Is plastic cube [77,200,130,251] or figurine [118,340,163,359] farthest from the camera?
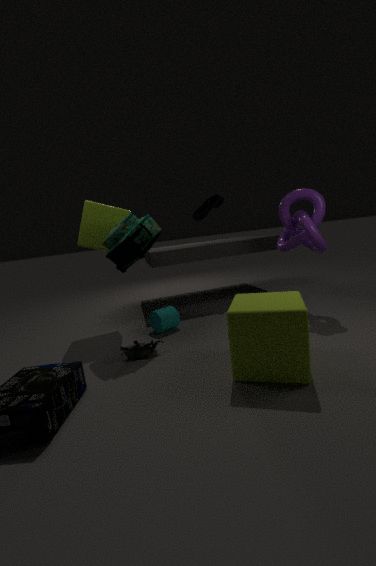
plastic cube [77,200,130,251]
